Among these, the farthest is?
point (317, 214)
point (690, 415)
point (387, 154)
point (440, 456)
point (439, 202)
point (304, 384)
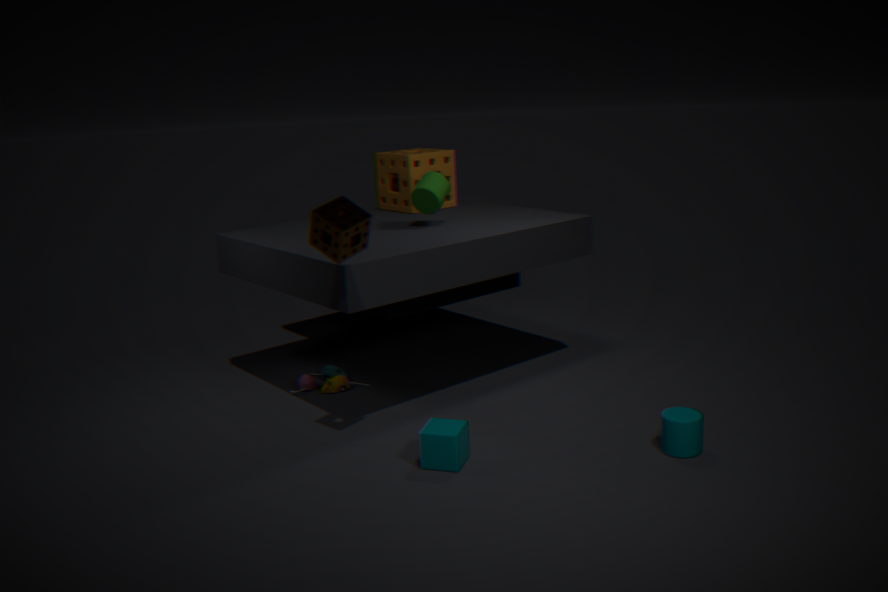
point (387, 154)
